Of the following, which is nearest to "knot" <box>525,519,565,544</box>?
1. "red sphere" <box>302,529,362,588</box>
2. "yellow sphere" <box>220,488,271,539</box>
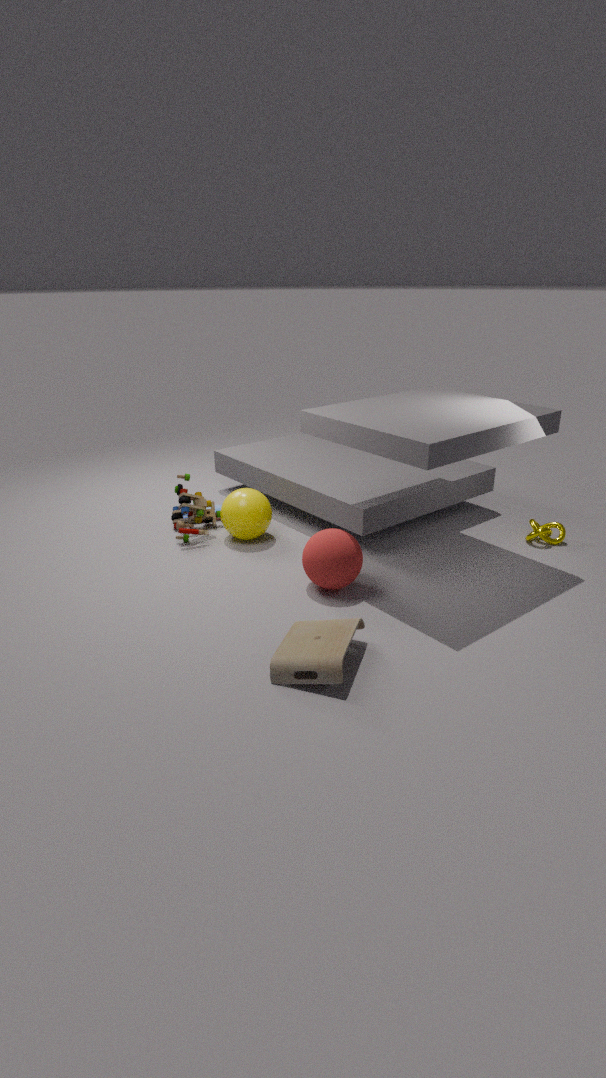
"red sphere" <box>302,529,362,588</box>
